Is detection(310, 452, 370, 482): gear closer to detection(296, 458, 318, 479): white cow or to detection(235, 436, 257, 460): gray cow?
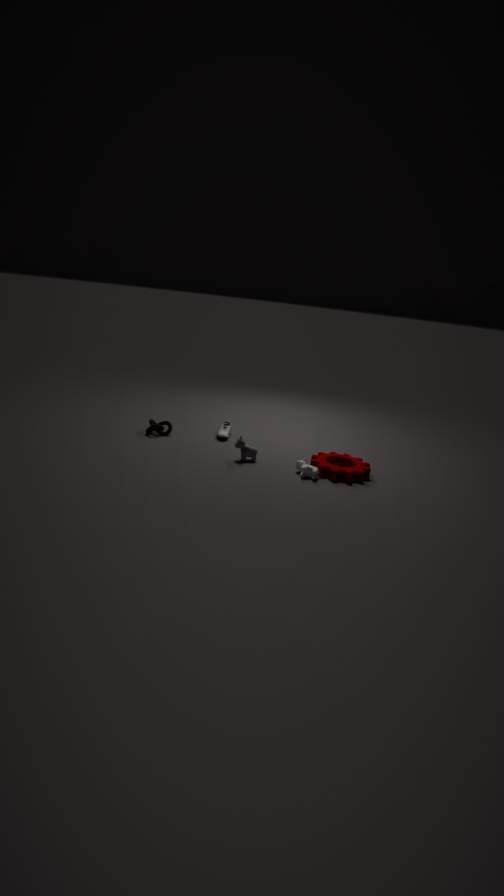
detection(296, 458, 318, 479): white cow
